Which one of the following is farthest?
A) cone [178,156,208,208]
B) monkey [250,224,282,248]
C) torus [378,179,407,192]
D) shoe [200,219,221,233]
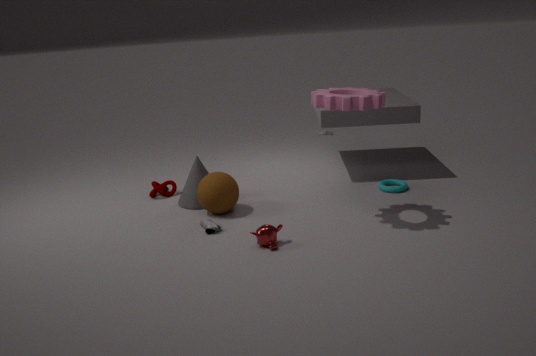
torus [378,179,407,192]
